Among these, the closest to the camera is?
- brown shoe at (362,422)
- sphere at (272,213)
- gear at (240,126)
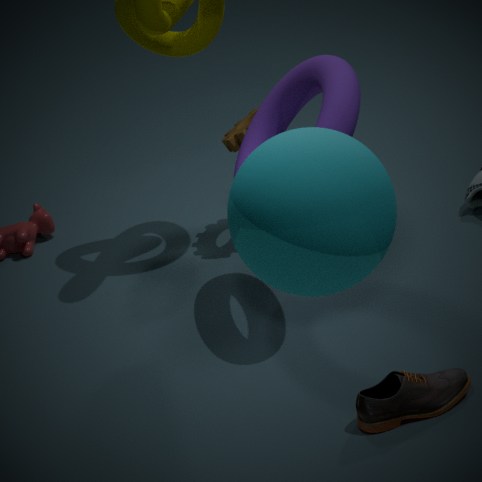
sphere at (272,213)
